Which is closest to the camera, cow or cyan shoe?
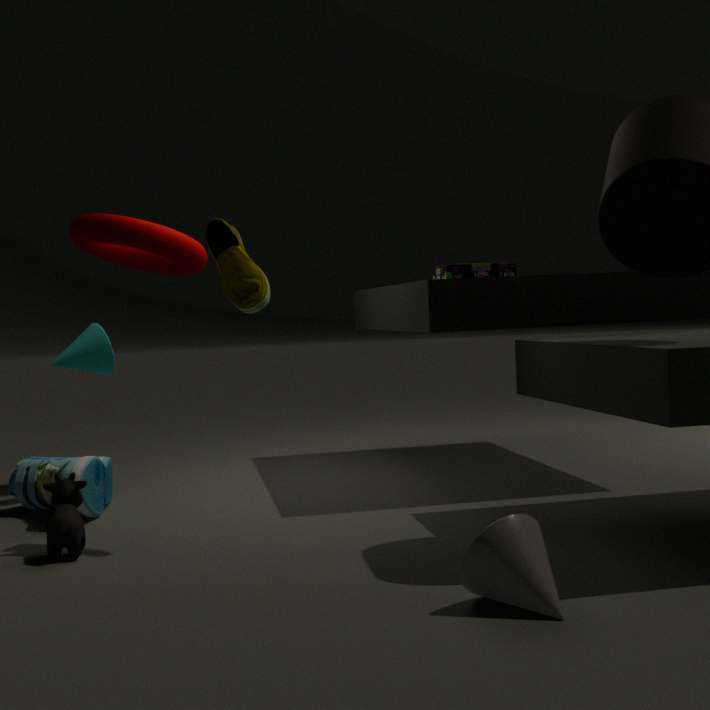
cow
